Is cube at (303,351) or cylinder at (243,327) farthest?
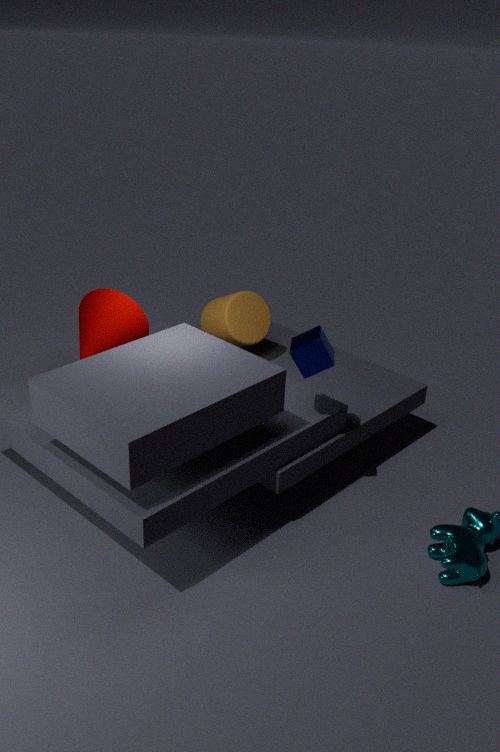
cylinder at (243,327)
